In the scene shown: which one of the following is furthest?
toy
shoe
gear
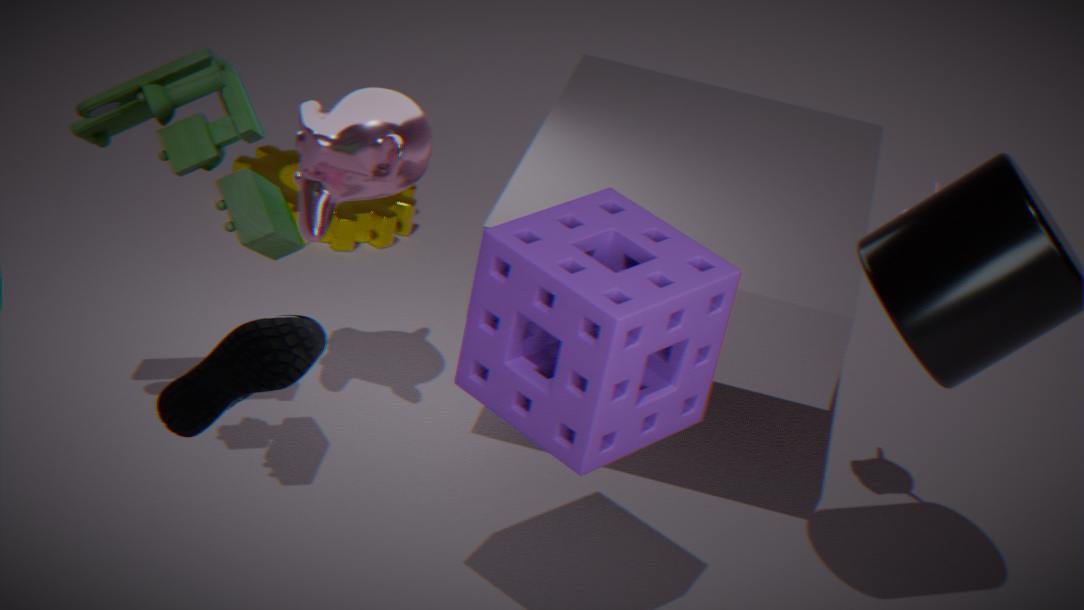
gear
